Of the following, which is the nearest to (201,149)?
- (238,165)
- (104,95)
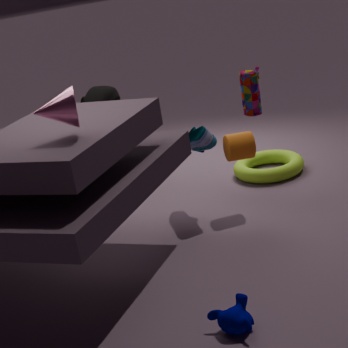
(104,95)
